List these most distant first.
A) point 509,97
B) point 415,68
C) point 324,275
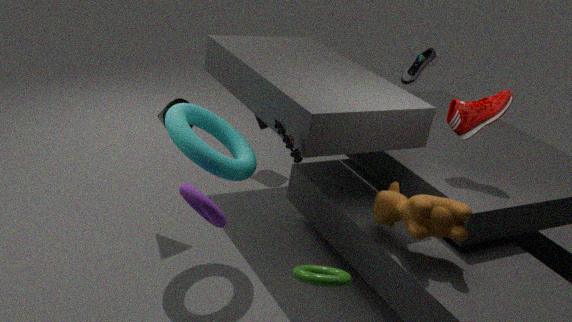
point 415,68 → point 509,97 → point 324,275
